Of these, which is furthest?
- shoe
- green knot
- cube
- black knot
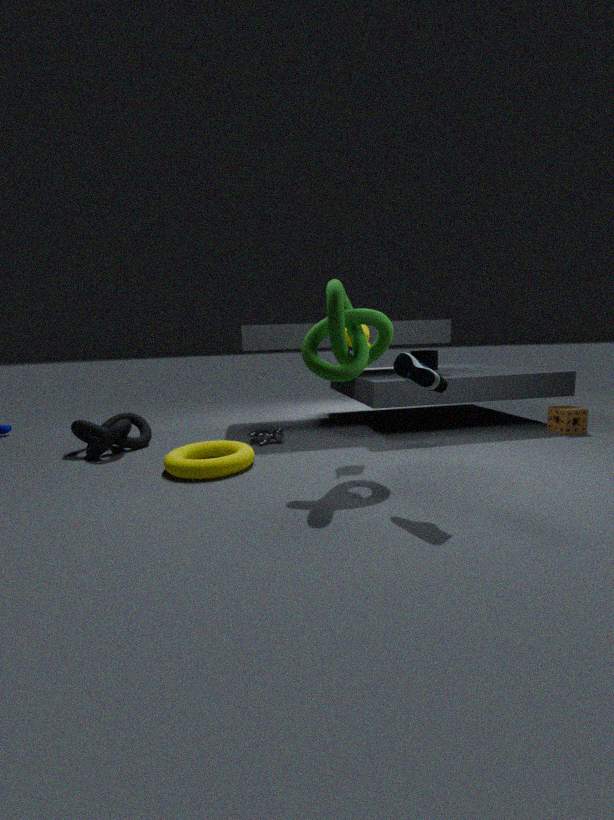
cube
